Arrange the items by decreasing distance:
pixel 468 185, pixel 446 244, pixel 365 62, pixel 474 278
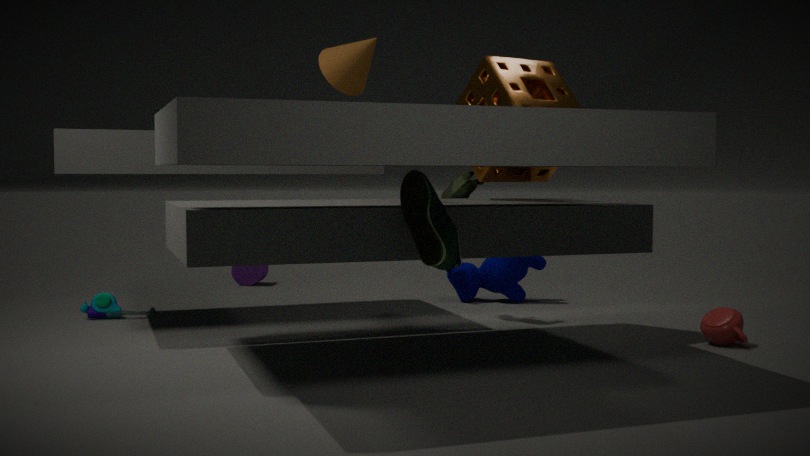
pixel 474 278 → pixel 468 185 → pixel 365 62 → pixel 446 244
